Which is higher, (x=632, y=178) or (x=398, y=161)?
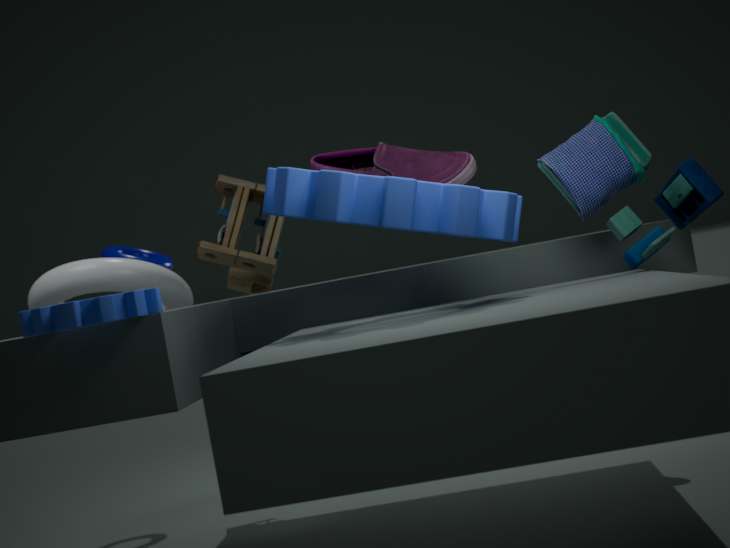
(x=398, y=161)
